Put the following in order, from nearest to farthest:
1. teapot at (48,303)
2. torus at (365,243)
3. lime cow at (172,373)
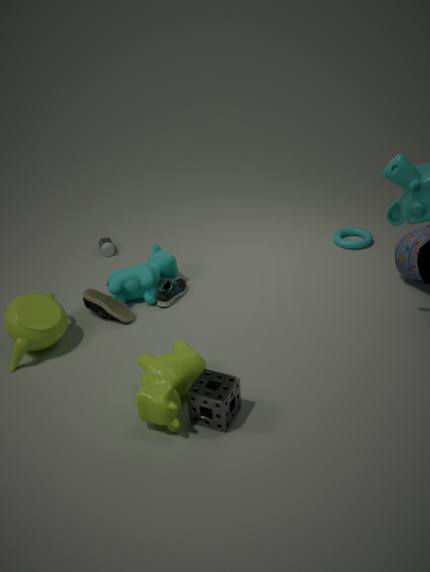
lime cow at (172,373), teapot at (48,303), torus at (365,243)
